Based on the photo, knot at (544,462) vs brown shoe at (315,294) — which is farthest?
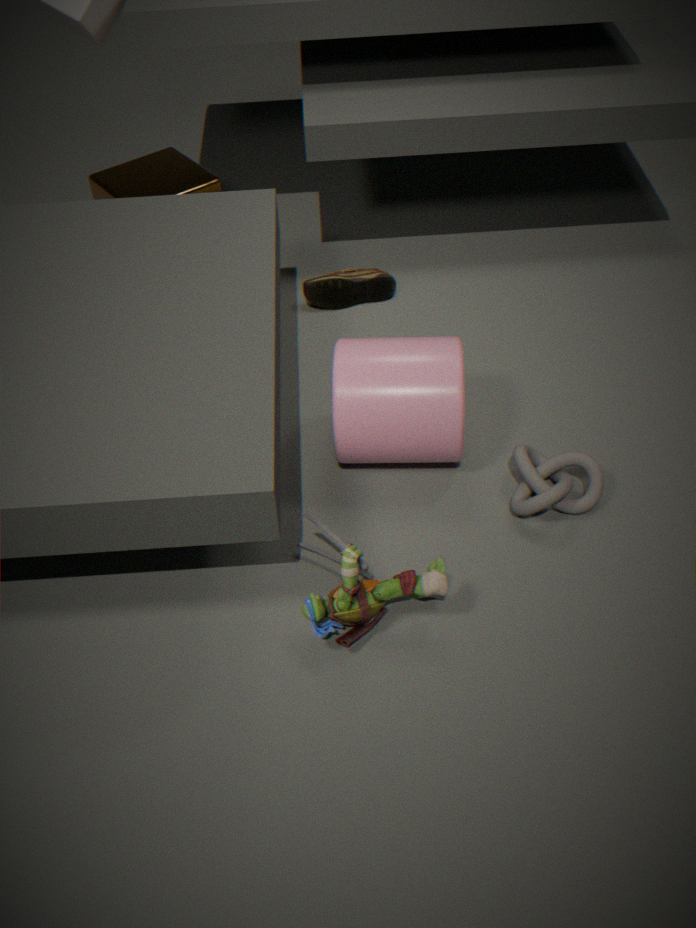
brown shoe at (315,294)
